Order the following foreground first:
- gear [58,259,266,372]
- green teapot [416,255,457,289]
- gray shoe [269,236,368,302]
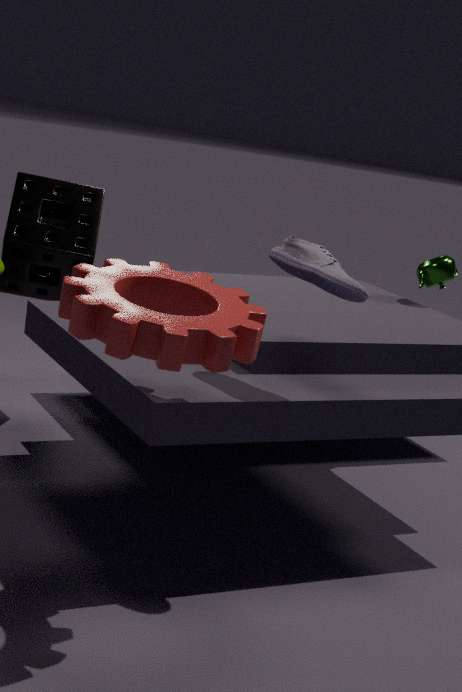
gear [58,259,266,372], gray shoe [269,236,368,302], green teapot [416,255,457,289]
